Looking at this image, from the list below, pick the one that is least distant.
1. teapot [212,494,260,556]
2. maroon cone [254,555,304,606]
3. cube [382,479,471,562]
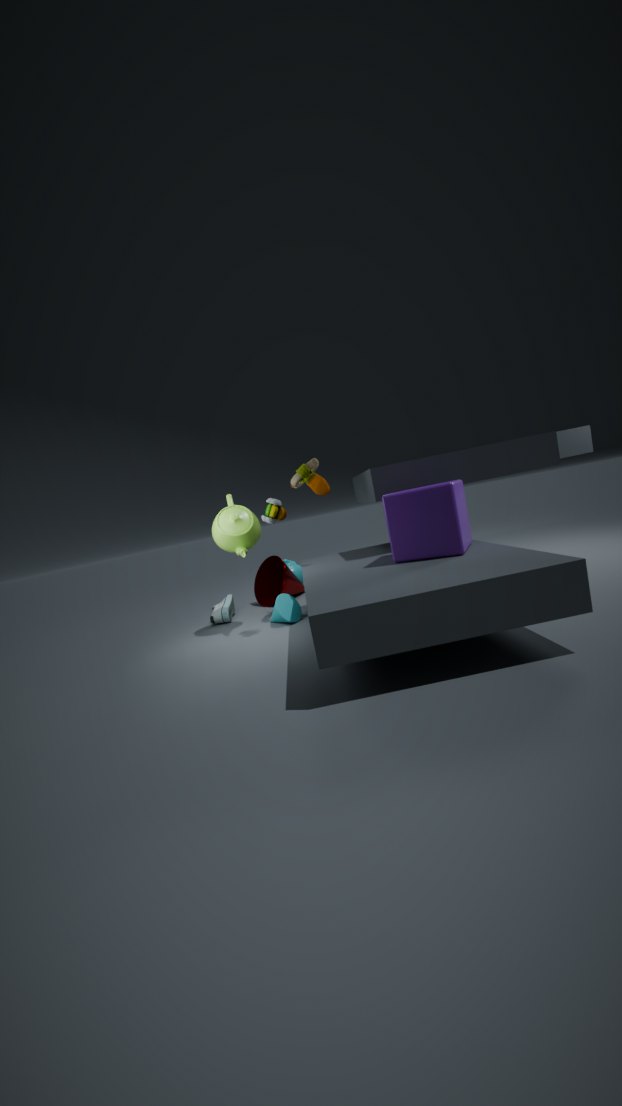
cube [382,479,471,562]
